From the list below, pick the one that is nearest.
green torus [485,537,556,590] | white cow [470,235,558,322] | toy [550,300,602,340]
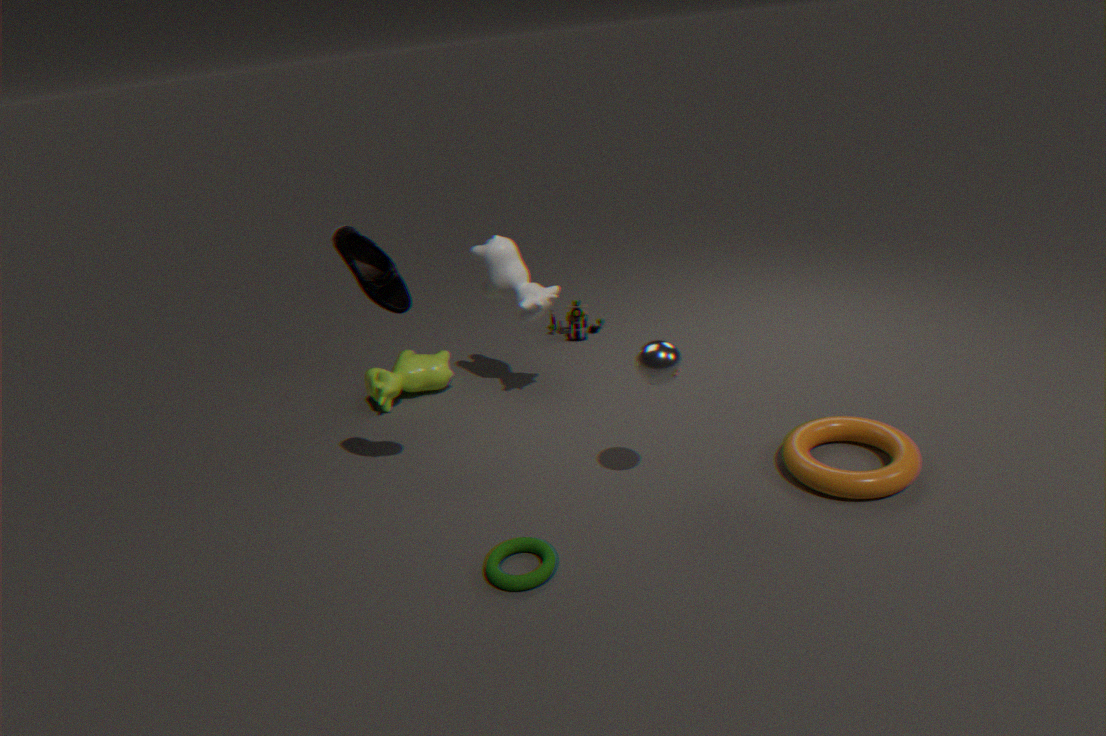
green torus [485,537,556,590]
